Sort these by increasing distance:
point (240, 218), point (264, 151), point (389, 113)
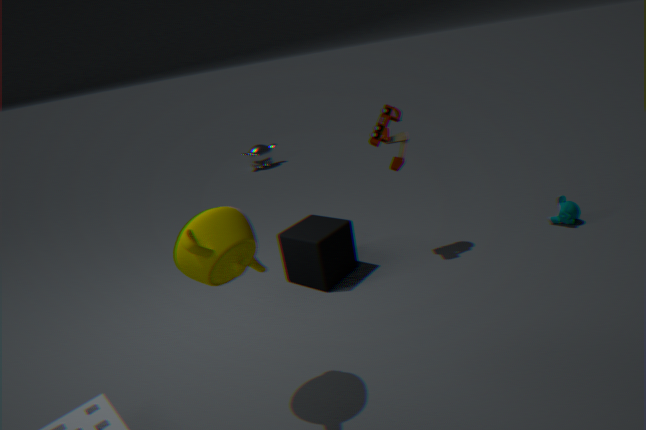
point (240, 218)
point (389, 113)
point (264, 151)
